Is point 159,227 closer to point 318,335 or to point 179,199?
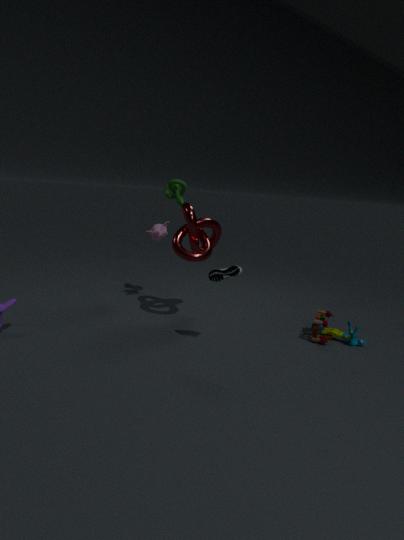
point 179,199
